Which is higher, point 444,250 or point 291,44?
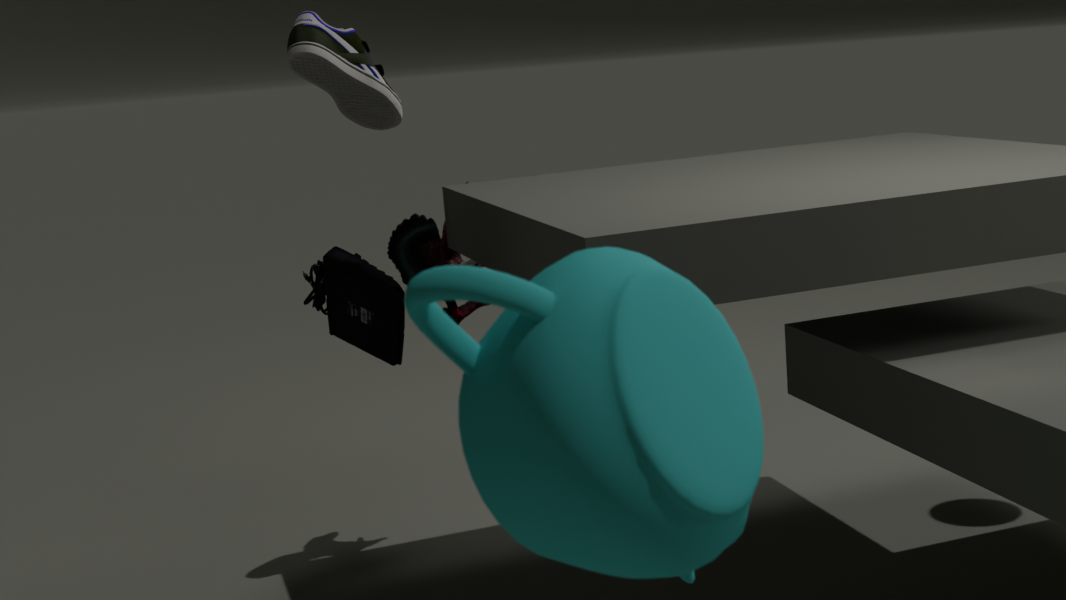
point 291,44
